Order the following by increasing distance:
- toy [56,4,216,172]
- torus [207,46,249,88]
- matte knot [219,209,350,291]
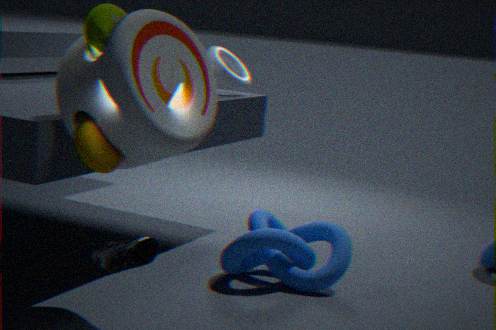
toy [56,4,216,172] → matte knot [219,209,350,291] → torus [207,46,249,88]
